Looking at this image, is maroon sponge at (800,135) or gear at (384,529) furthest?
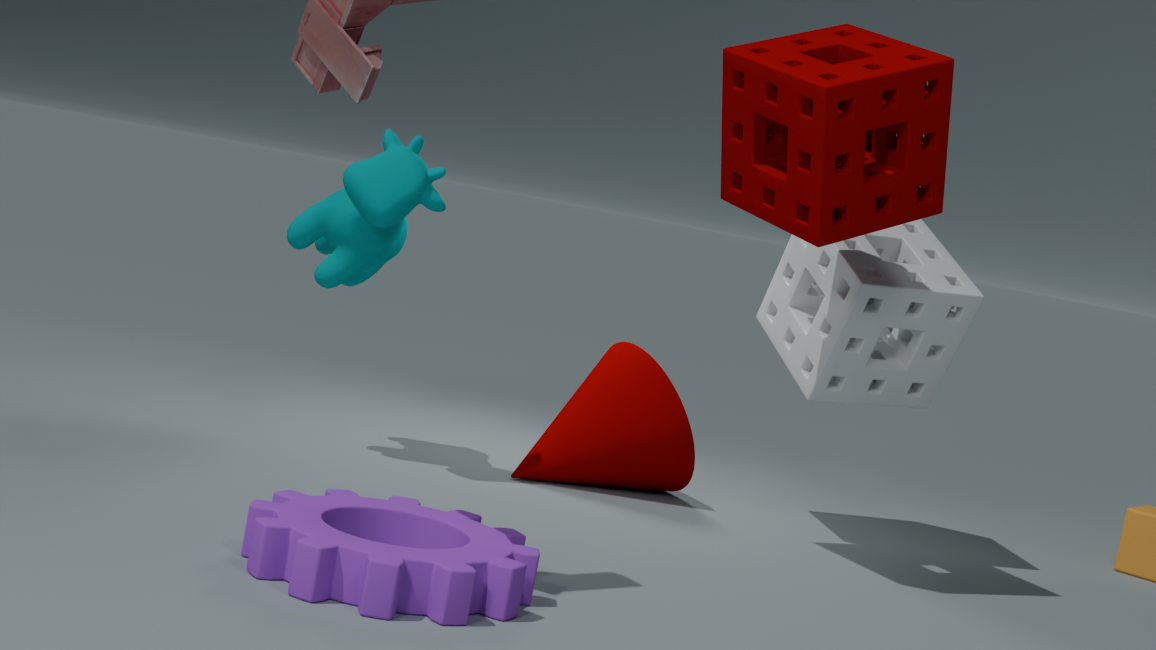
maroon sponge at (800,135)
